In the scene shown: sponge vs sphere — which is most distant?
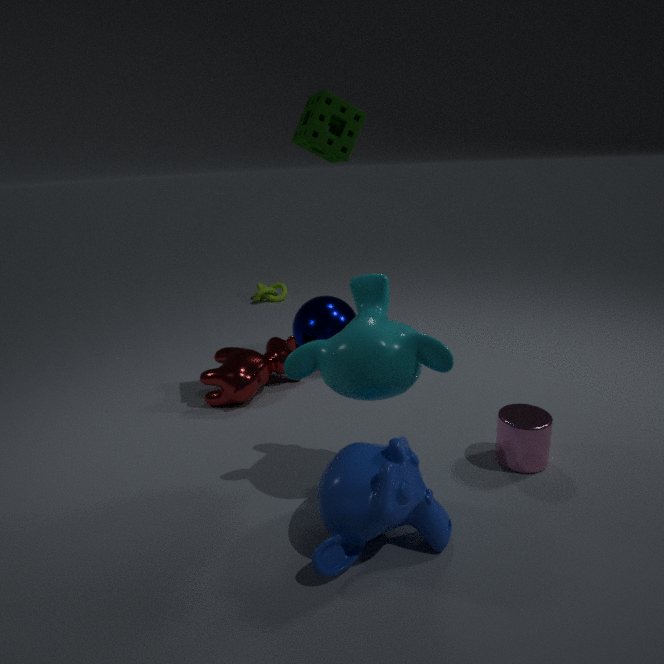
sphere
